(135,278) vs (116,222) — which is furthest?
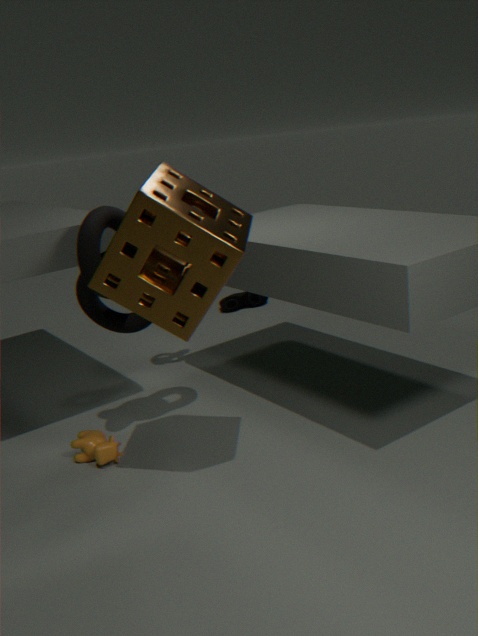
(116,222)
